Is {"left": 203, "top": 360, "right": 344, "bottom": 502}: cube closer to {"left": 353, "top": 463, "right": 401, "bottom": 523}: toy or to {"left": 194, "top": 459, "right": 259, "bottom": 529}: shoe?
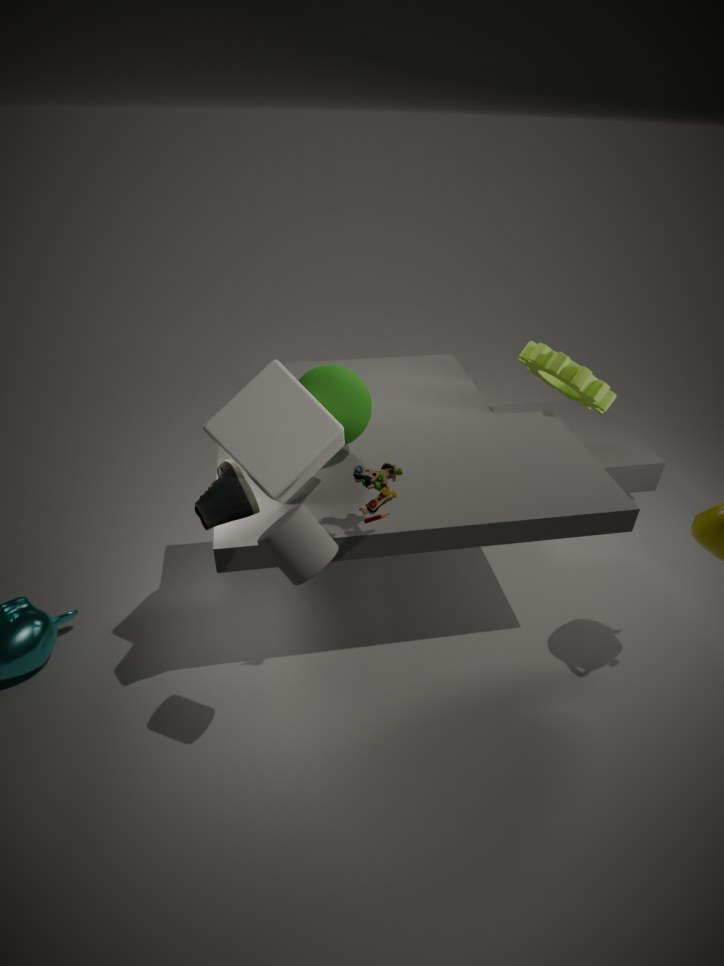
{"left": 194, "top": 459, "right": 259, "bottom": 529}: shoe
